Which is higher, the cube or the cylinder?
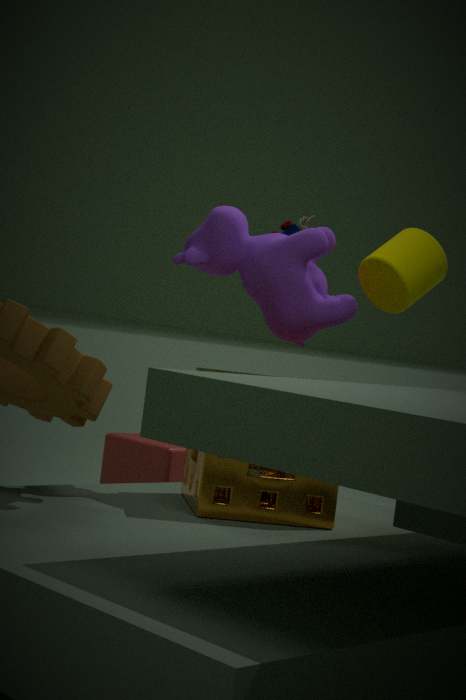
the cylinder
